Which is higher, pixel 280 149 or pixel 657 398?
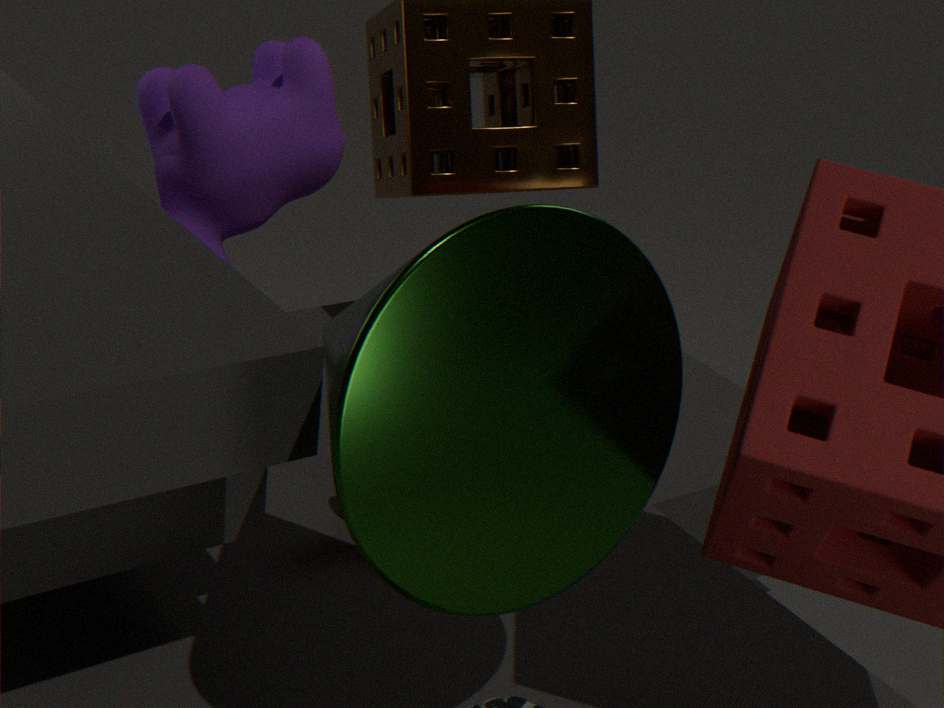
pixel 657 398
